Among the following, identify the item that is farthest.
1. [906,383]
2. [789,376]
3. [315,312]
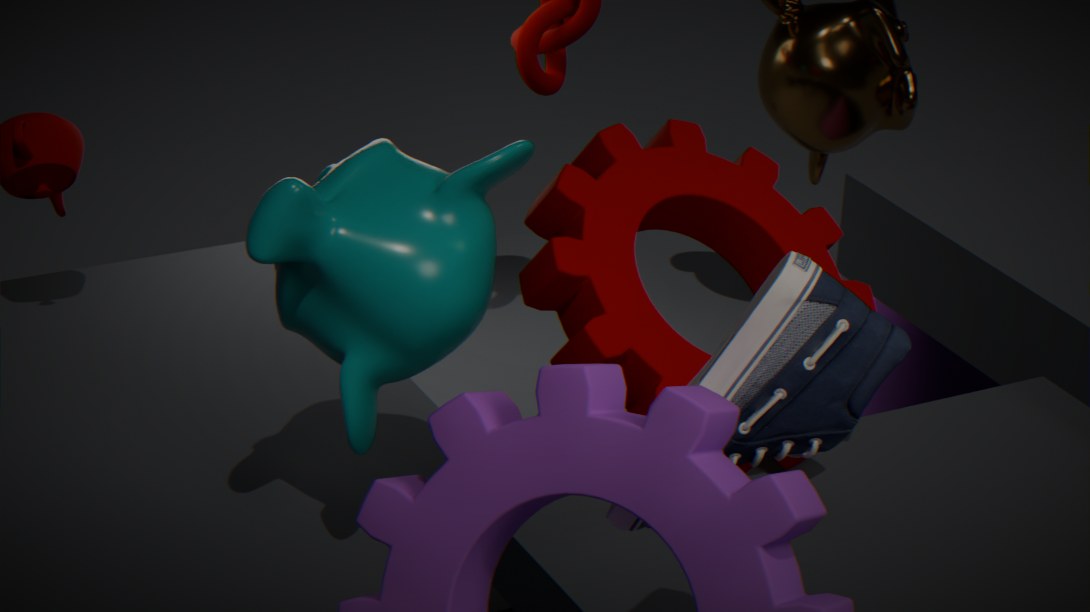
[906,383]
